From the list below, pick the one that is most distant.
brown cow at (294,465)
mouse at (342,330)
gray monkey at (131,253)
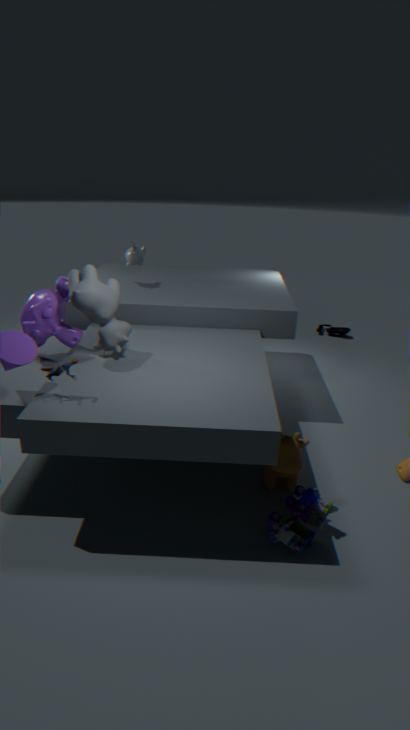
mouse at (342,330)
